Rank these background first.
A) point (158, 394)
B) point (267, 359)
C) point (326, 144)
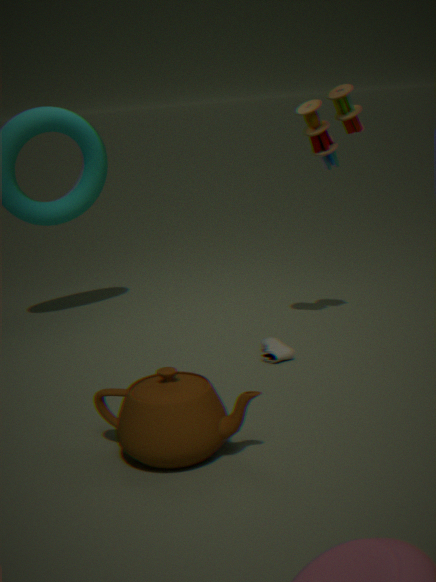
point (267, 359)
point (326, 144)
point (158, 394)
